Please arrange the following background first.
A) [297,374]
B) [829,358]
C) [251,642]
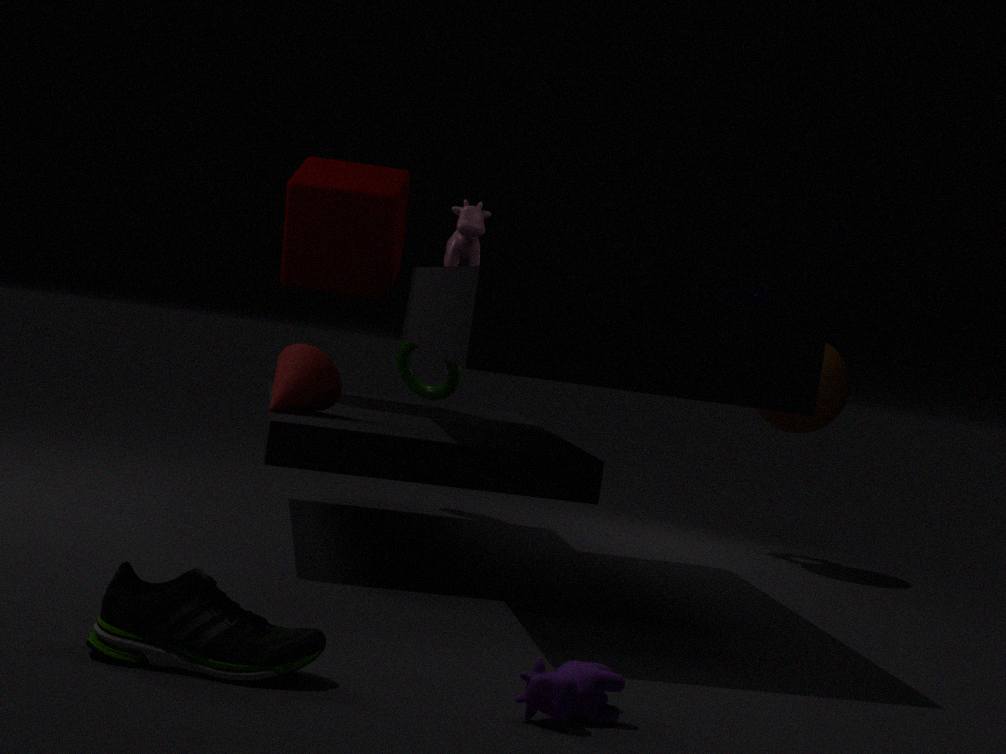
[829,358]
[297,374]
[251,642]
